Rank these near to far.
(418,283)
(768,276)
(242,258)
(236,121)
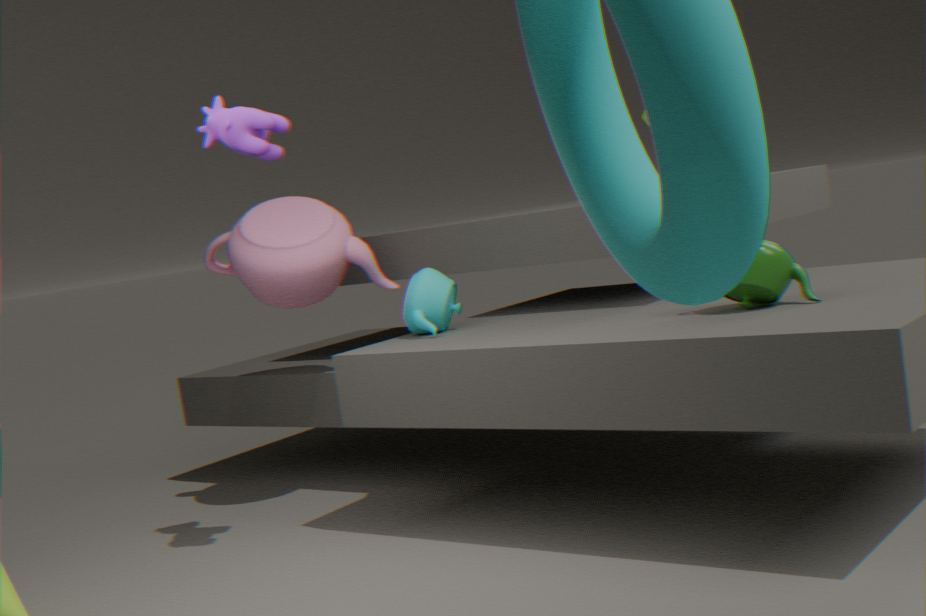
1. (768,276)
2. (236,121)
3. (418,283)
4. (242,258)
